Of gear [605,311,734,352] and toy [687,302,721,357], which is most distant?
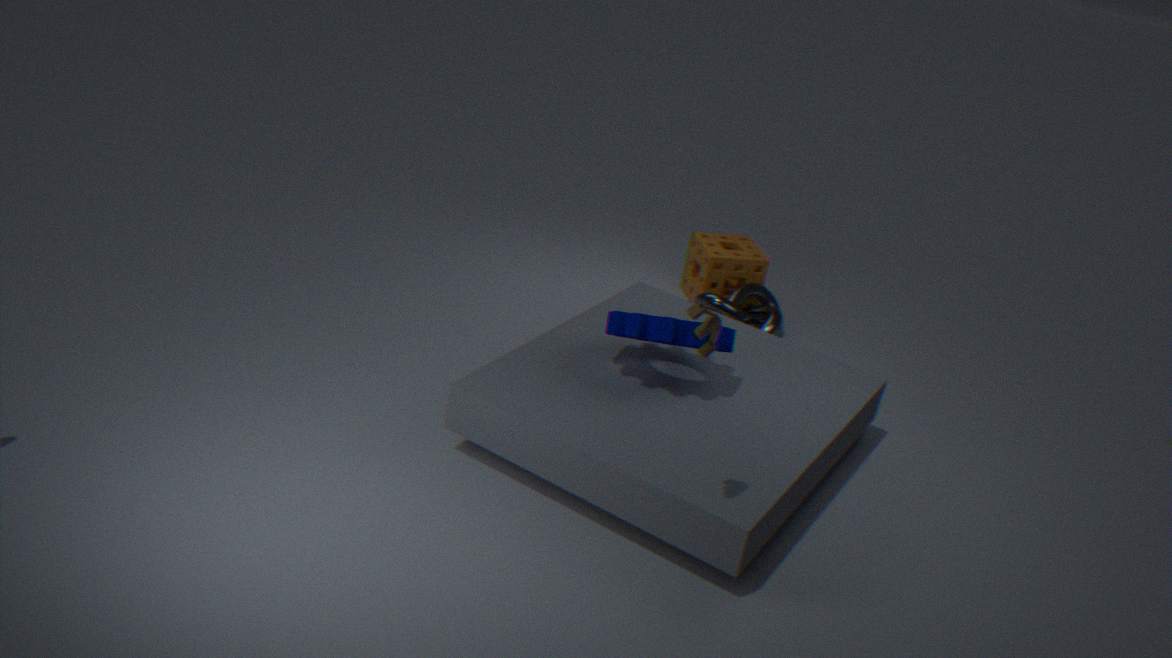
gear [605,311,734,352]
